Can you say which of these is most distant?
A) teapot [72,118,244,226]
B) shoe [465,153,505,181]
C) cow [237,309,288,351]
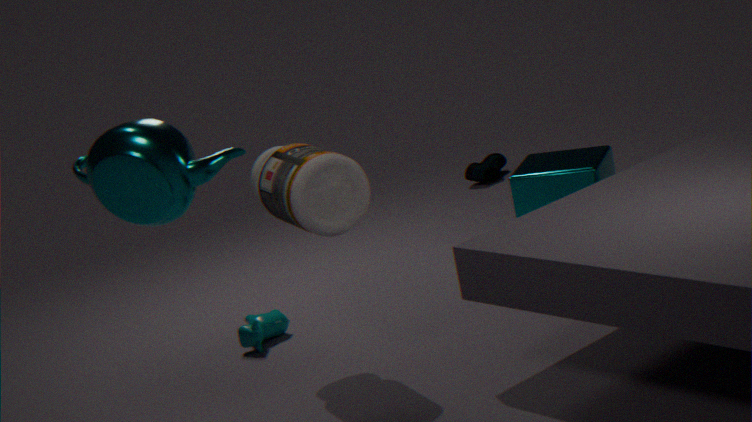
shoe [465,153,505,181]
